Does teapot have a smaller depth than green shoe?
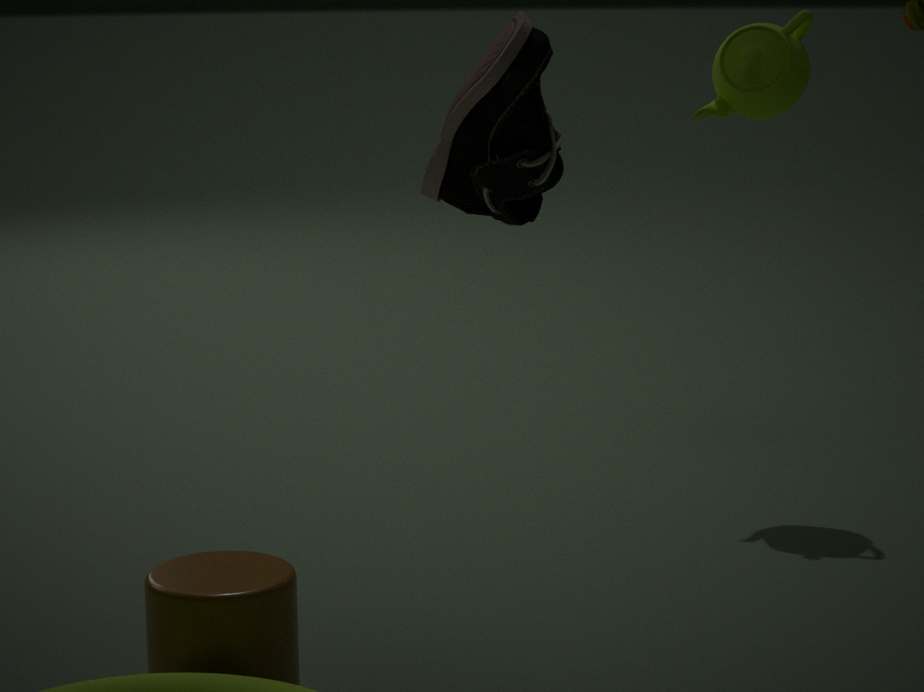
No
